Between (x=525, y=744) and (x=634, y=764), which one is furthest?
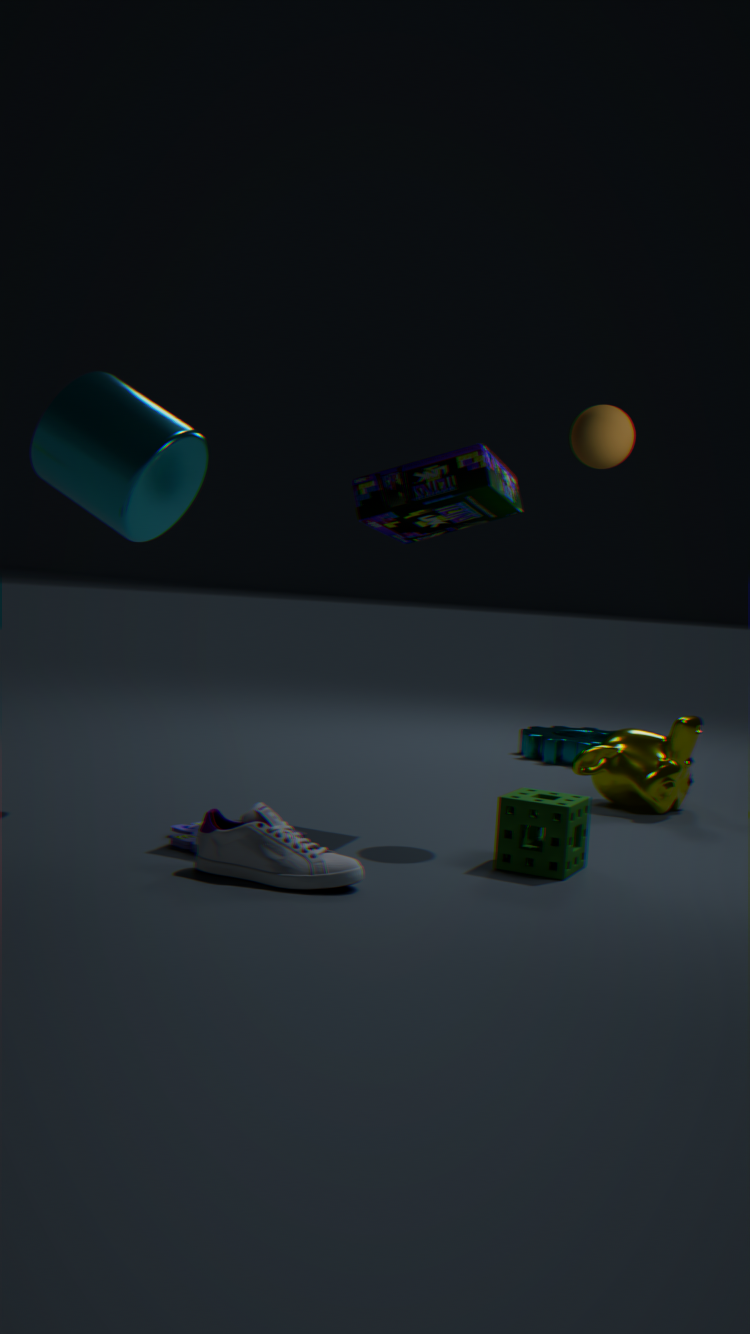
(x=525, y=744)
